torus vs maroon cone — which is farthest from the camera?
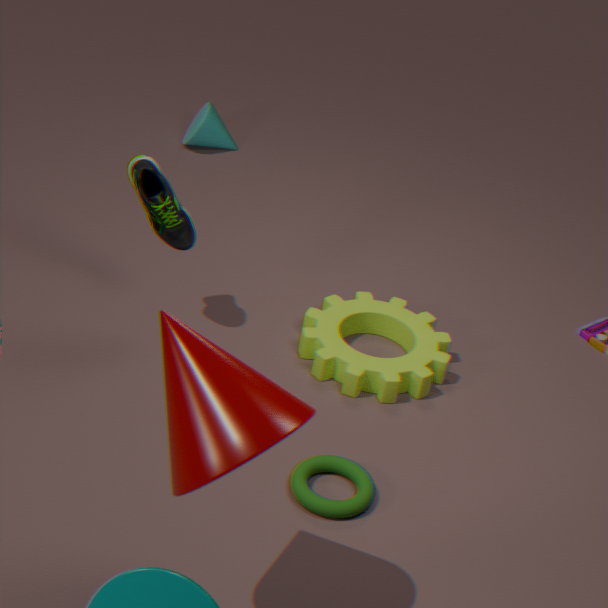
torus
